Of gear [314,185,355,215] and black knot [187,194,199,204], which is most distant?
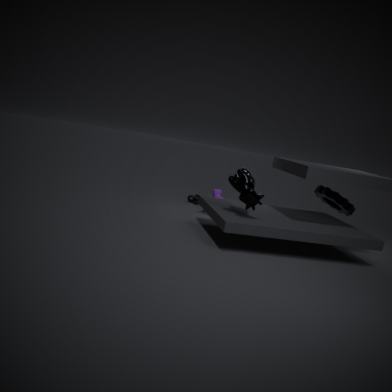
black knot [187,194,199,204]
